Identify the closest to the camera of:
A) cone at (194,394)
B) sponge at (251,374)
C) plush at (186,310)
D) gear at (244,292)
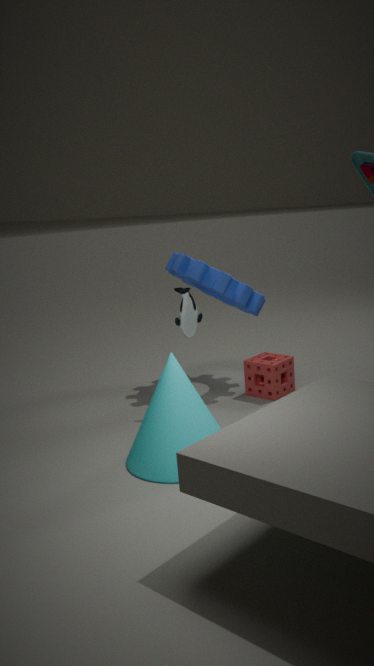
cone at (194,394)
